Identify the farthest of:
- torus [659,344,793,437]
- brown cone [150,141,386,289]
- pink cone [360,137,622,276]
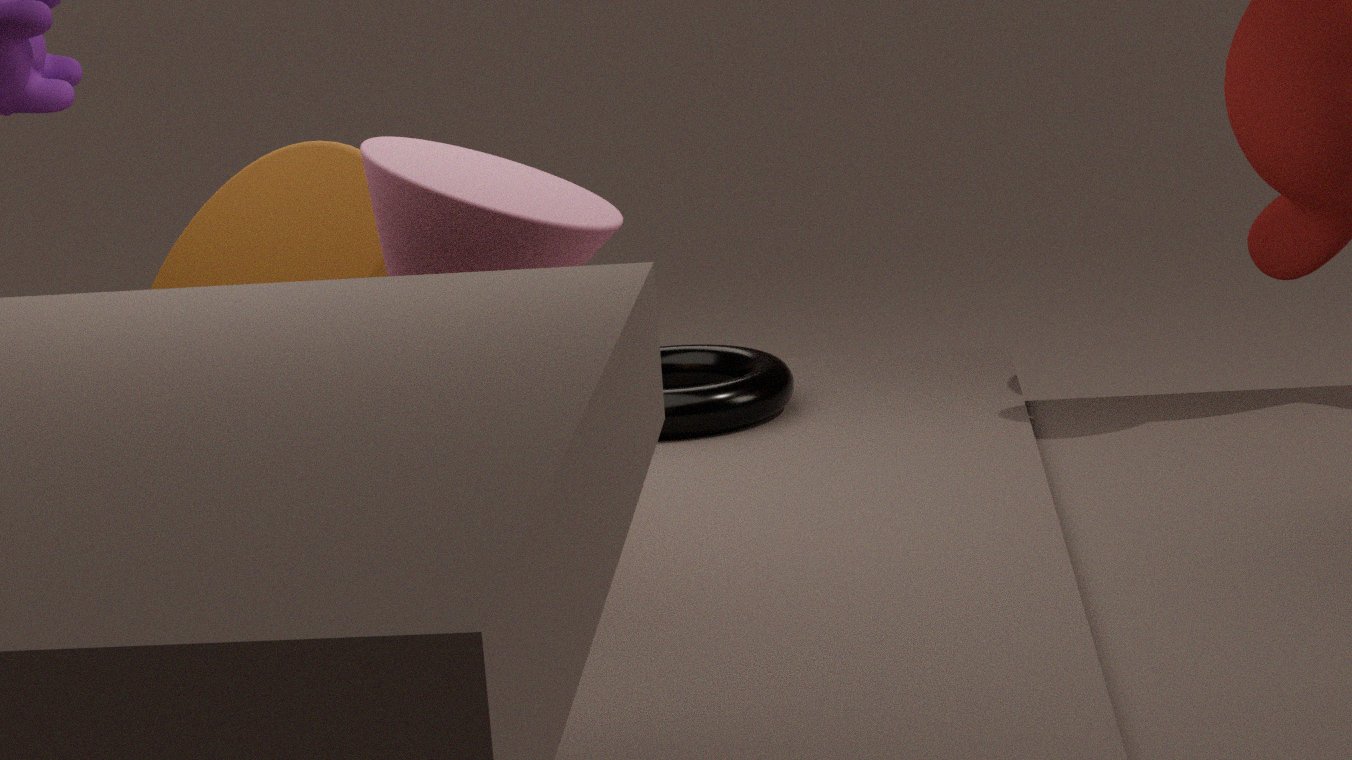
torus [659,344,793,437]
